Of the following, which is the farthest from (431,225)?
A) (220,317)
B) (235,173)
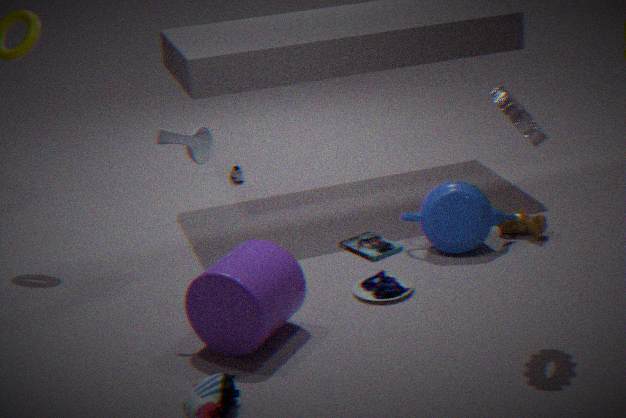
(235,173)
